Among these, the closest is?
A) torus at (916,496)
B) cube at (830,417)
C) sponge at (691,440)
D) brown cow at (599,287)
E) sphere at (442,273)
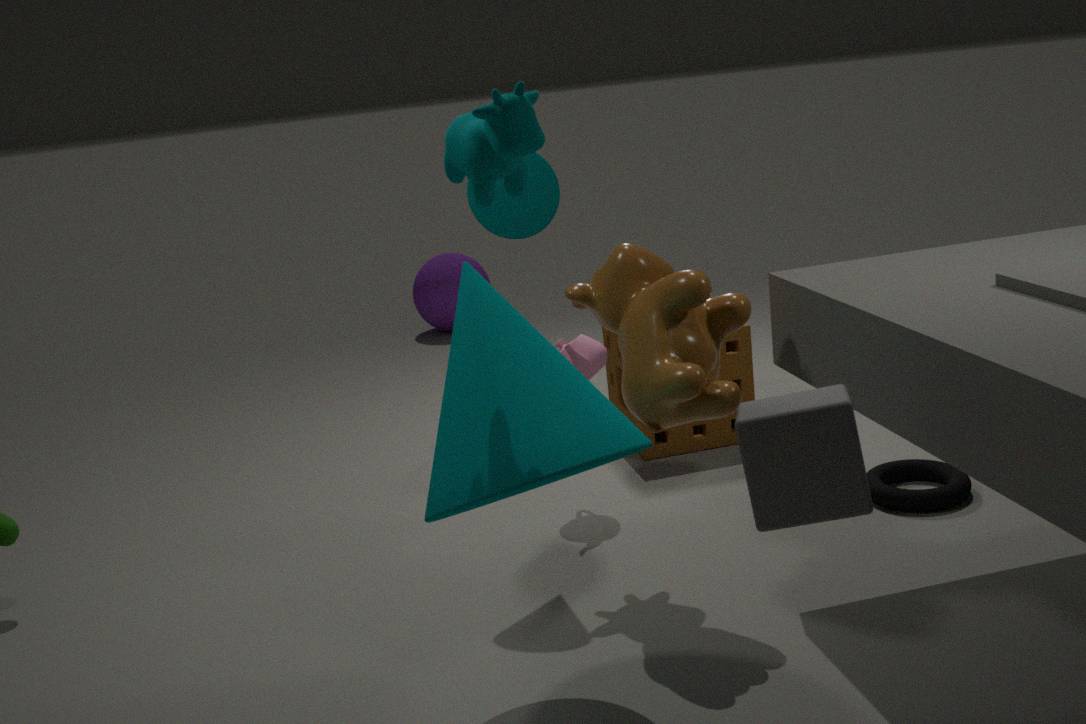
cube at (830,417)
